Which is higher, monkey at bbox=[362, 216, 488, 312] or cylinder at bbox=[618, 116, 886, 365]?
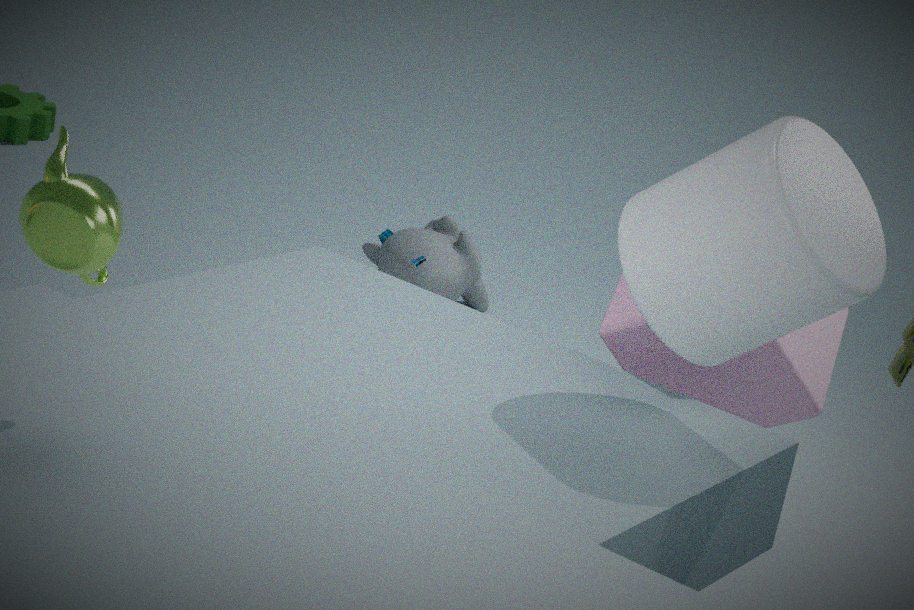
cylinder at bbox=[618, 116, 886, 365]
